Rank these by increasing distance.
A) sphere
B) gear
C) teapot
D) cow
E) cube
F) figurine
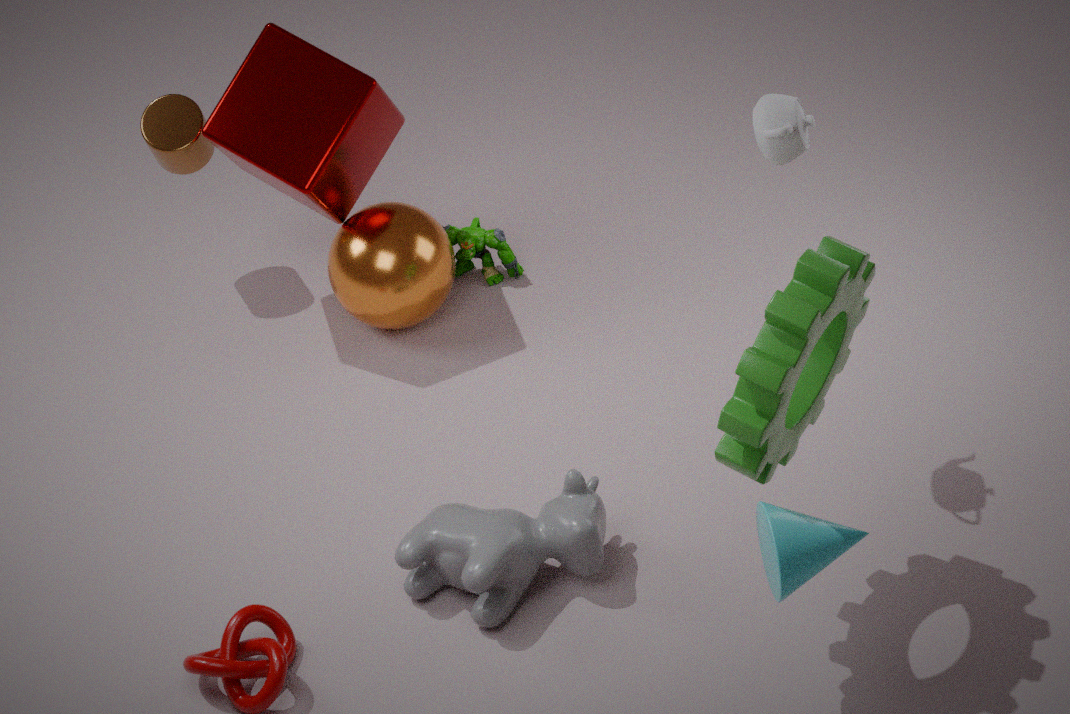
1. gear
2. teapot
3. cow
4. cube
5. sphere
6. figurine
